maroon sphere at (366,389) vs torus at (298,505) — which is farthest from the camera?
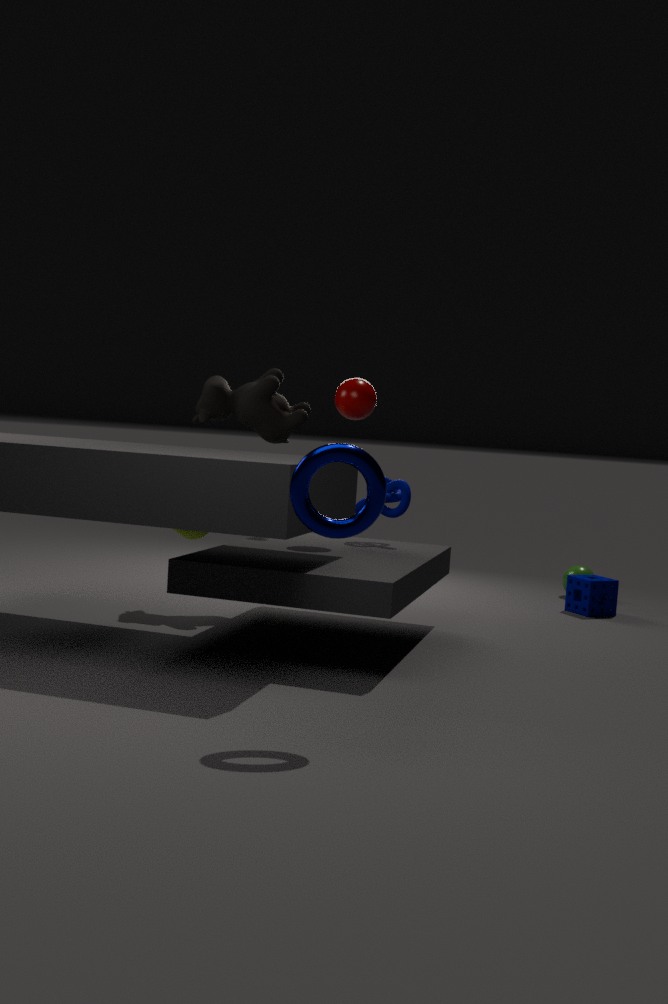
maroon sphere at (366,389)
